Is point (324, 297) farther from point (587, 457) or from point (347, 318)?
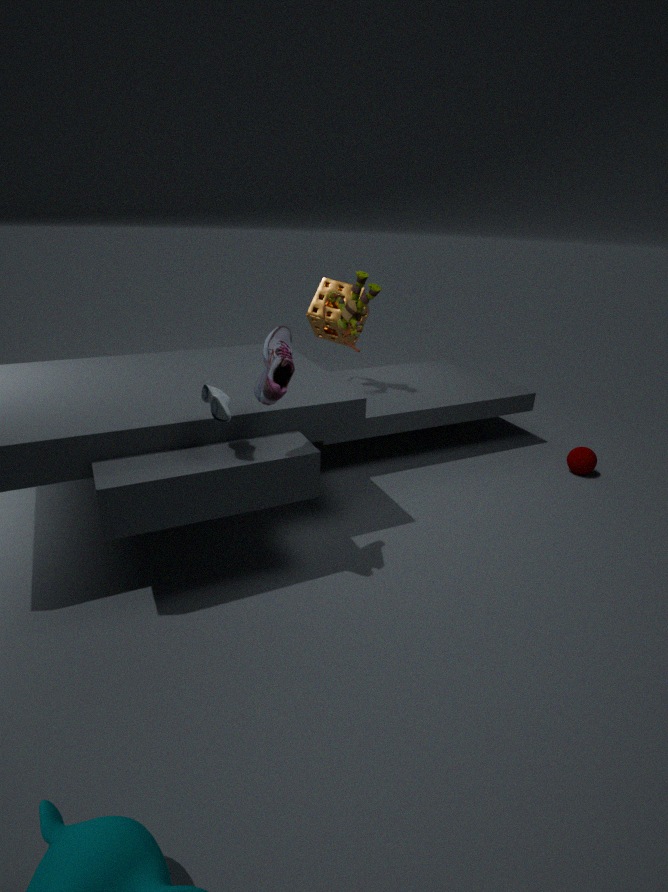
point (587, 457)
